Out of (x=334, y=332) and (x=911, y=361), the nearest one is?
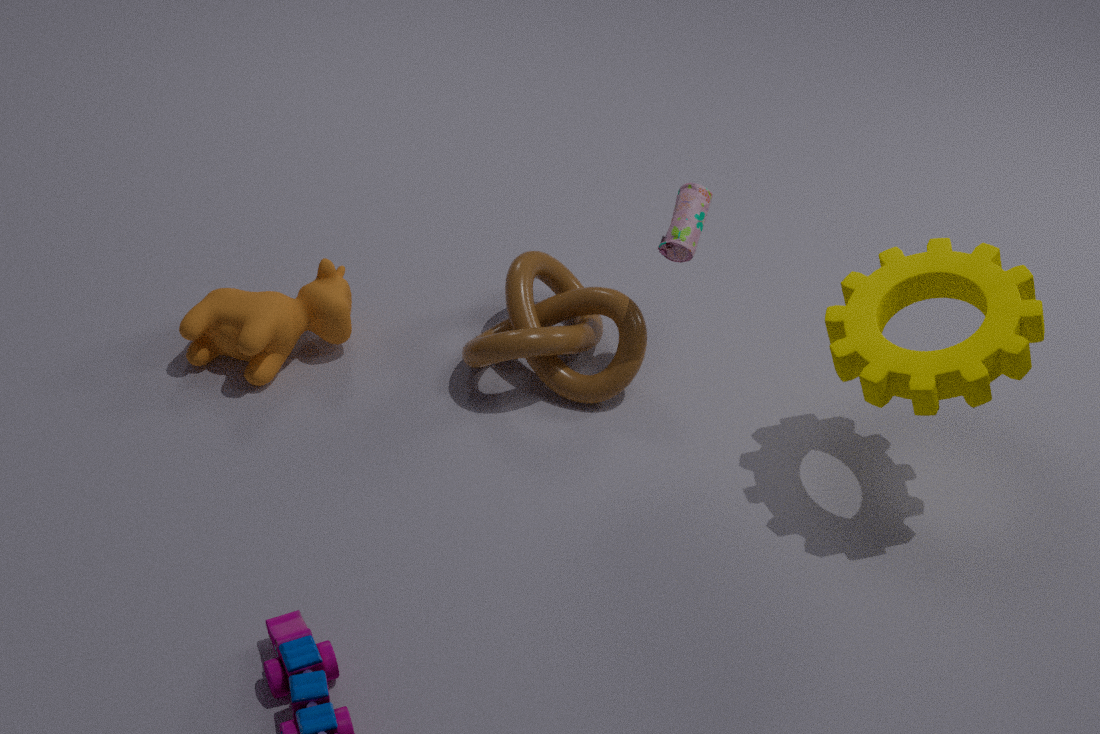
(x=911, y=361)
